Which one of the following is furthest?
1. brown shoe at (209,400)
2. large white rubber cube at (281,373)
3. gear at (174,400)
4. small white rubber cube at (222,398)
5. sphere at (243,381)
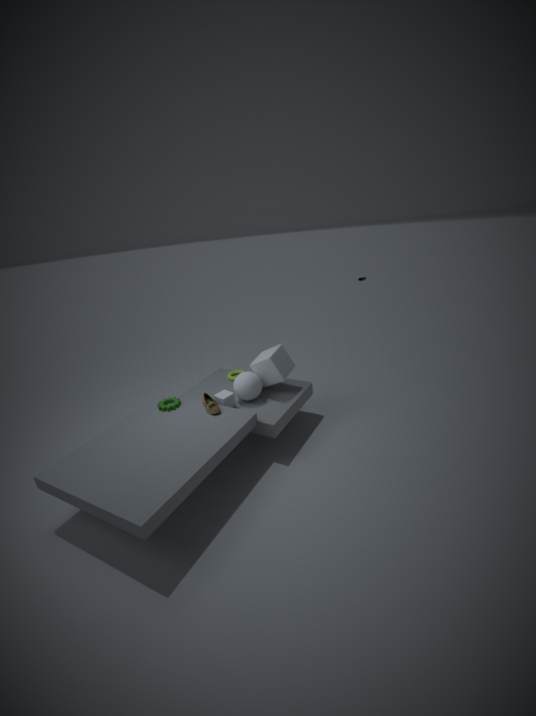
large white rubber cube at (281,373)
